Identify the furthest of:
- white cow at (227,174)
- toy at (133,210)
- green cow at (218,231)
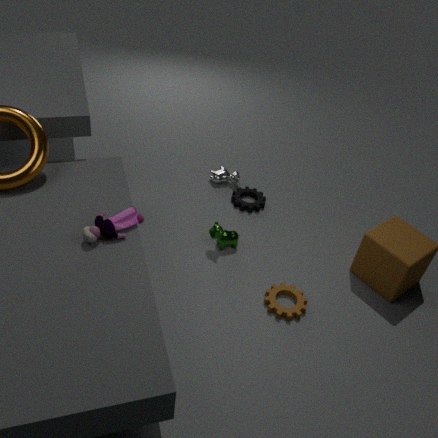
white cow at (227,174)
